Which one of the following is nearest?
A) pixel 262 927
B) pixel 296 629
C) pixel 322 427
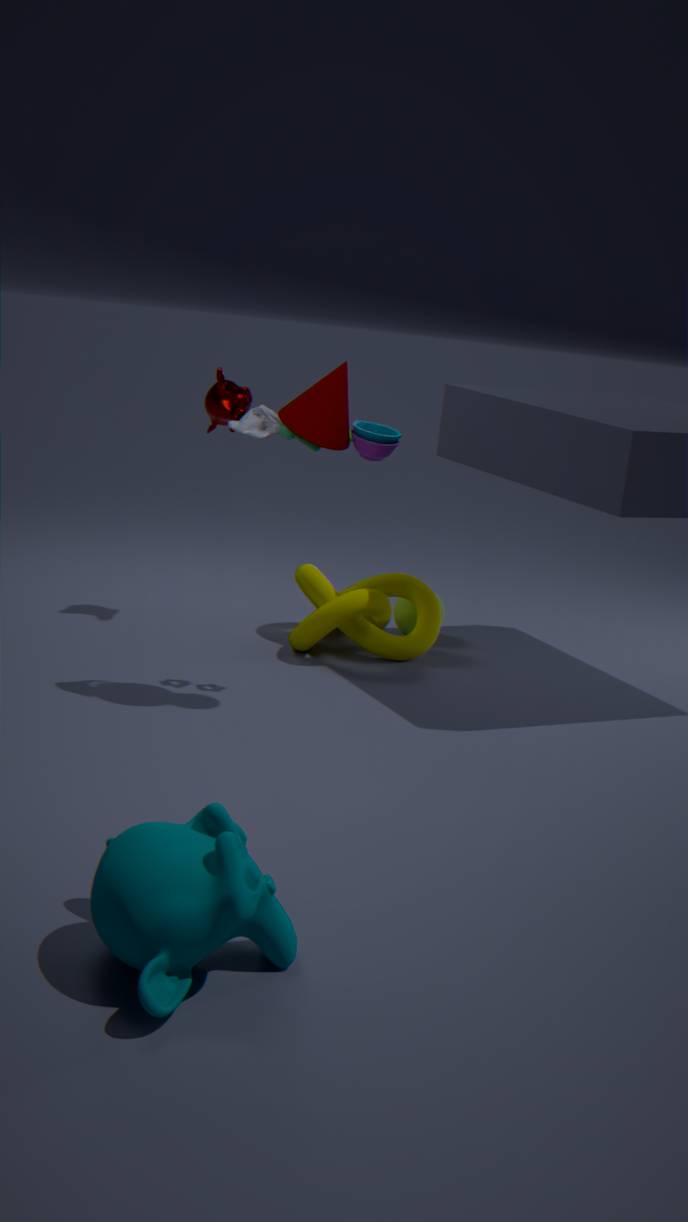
pixel 262 927
